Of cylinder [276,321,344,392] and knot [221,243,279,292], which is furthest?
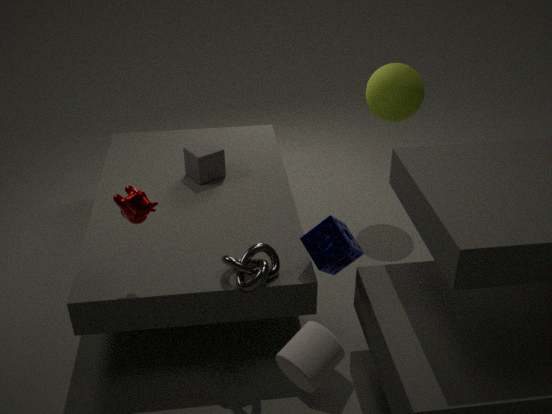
knot [221,243,279,292]
